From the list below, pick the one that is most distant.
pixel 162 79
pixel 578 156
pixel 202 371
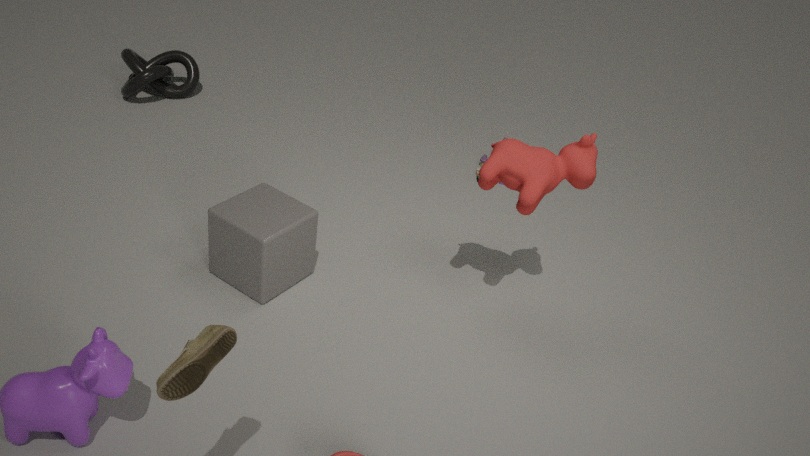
pixel 162 79
